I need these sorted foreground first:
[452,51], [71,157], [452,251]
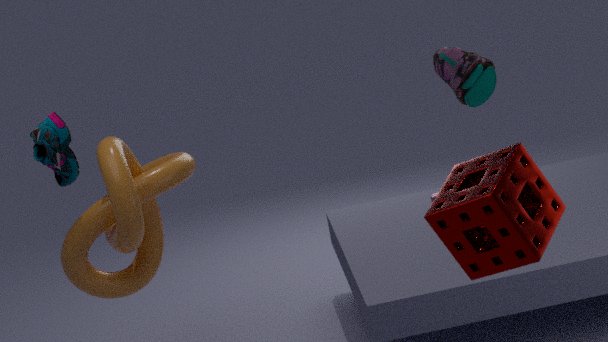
[452,251] → [452,51] → [71,157]
